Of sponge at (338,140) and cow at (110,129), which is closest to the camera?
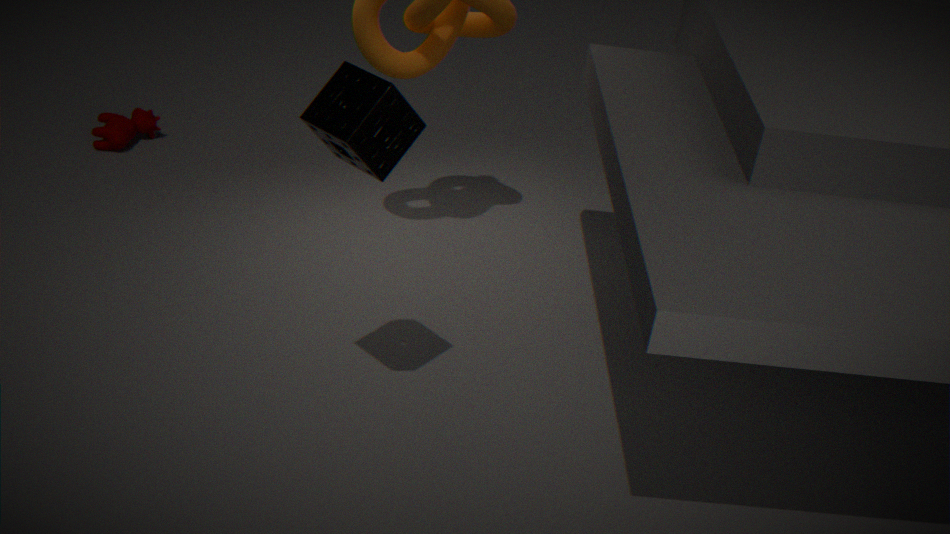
sponge at (338,140)
